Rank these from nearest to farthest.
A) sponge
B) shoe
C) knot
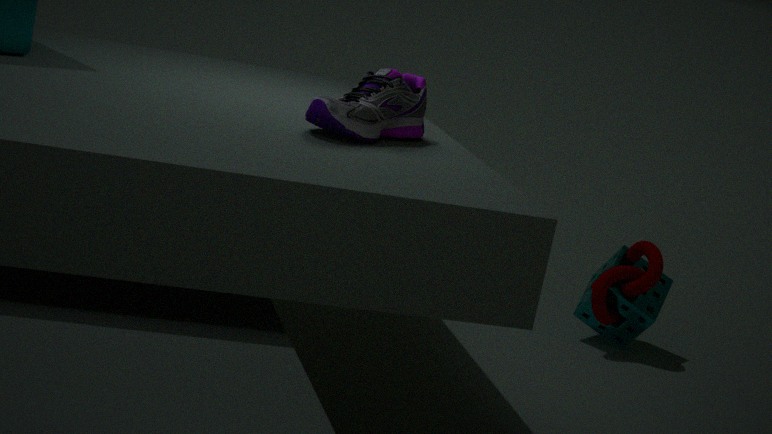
shoe
knot
sponge
